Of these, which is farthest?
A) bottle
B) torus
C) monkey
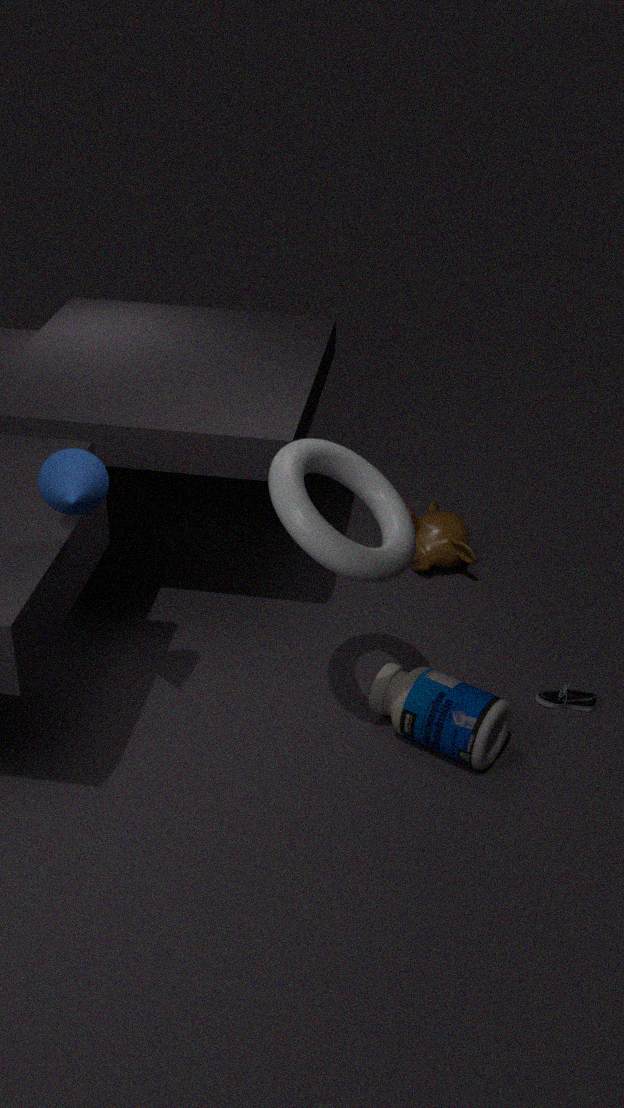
monkey
